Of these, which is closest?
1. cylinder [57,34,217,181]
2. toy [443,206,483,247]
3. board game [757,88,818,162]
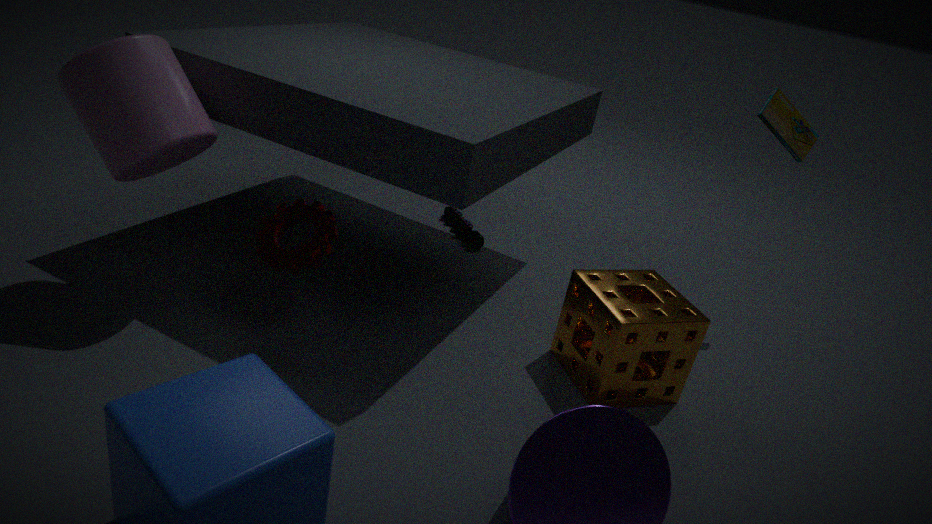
cylinder [57,34,217,181]
